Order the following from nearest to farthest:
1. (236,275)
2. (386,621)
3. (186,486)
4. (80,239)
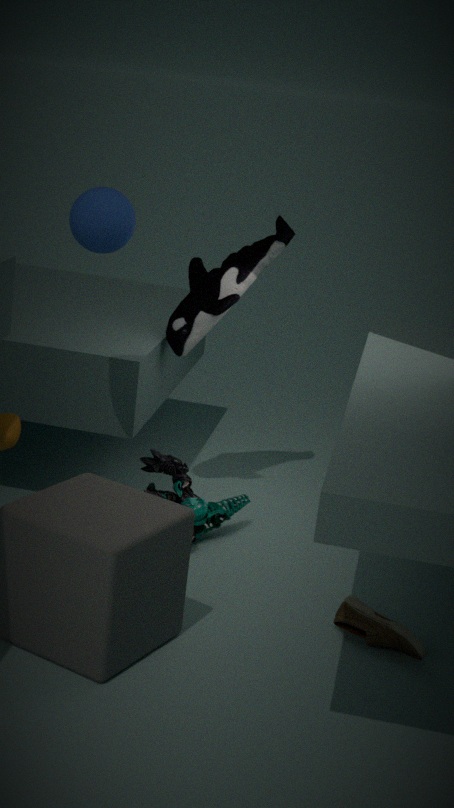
(386,621) → (80,239) → (186,486) → (236,275)
